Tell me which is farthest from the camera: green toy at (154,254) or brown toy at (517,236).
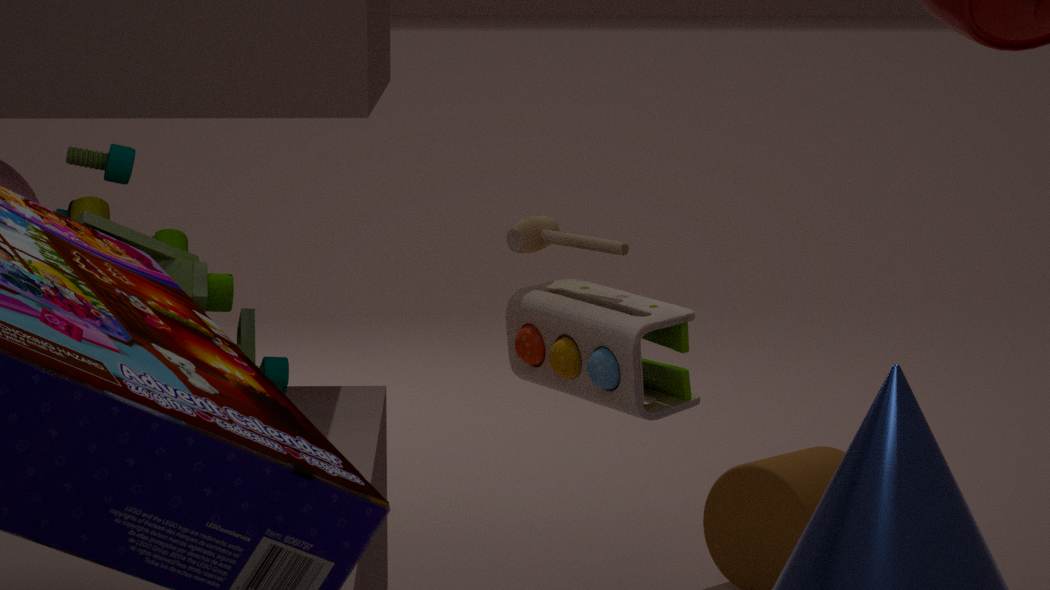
brown toy at (517,236)
